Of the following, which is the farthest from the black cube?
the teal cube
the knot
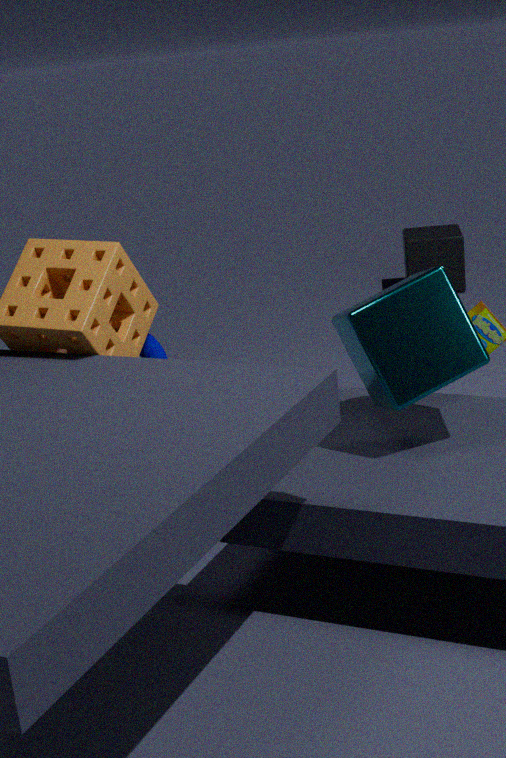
the knot
